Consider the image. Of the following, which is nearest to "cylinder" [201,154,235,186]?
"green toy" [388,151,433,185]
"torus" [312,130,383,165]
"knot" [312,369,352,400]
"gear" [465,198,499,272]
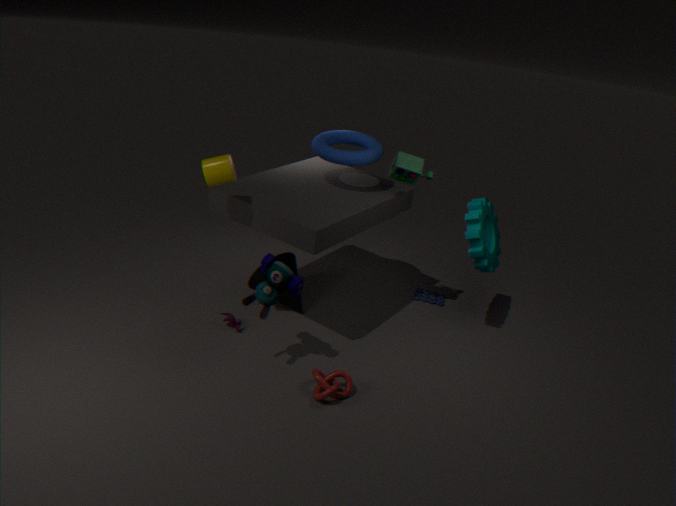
"torus" [312,130,383,165]
